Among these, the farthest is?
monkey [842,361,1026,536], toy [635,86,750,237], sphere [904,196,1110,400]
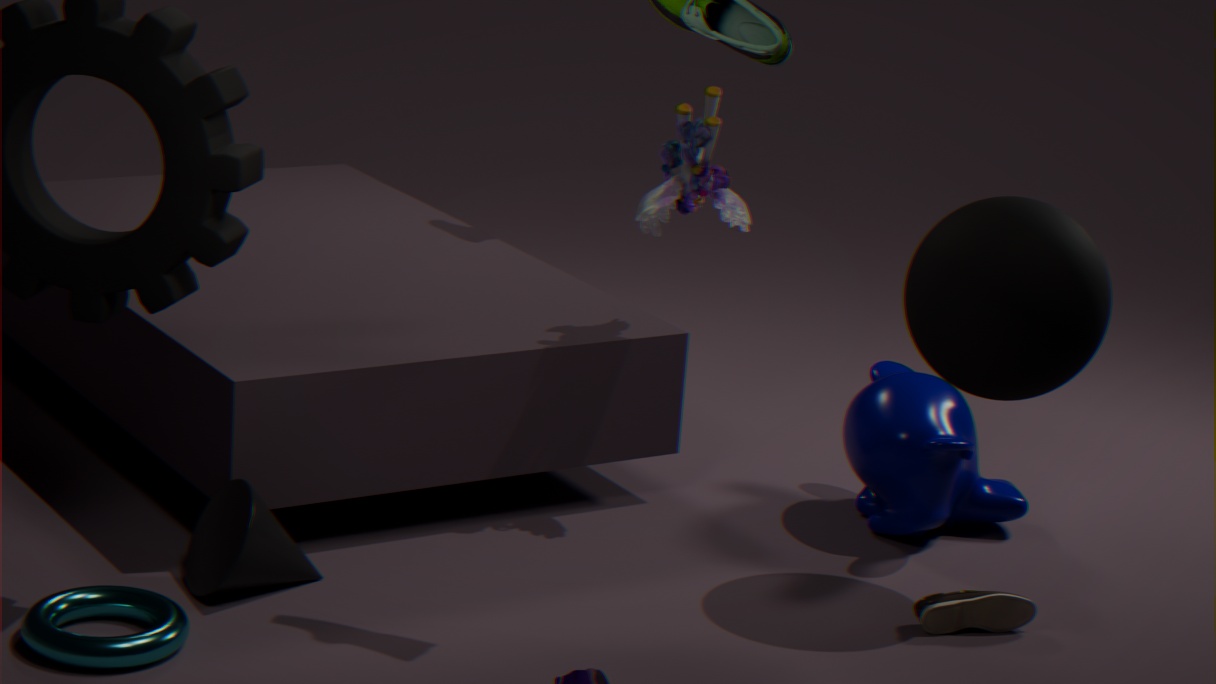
monkey [842,361,1026,536]
